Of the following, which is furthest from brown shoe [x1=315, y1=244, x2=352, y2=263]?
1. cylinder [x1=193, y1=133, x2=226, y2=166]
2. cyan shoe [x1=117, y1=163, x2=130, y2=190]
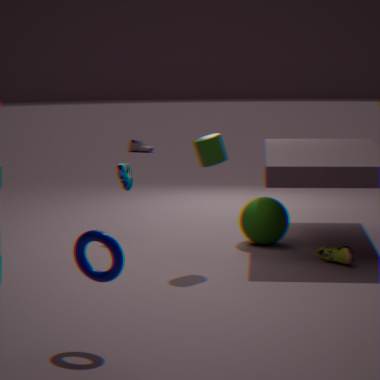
cyan shoe [x1=117, y1=163, x2=130, y2=190]
